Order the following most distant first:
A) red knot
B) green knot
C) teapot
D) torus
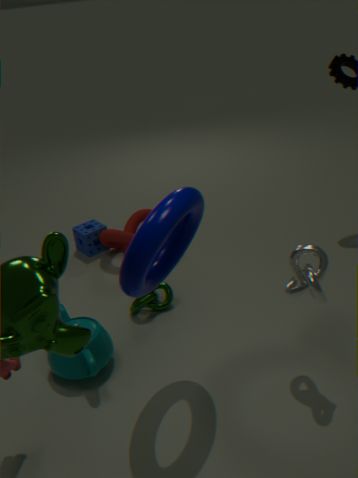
1. red knot
2. green knot
3. teapot
4. torus
